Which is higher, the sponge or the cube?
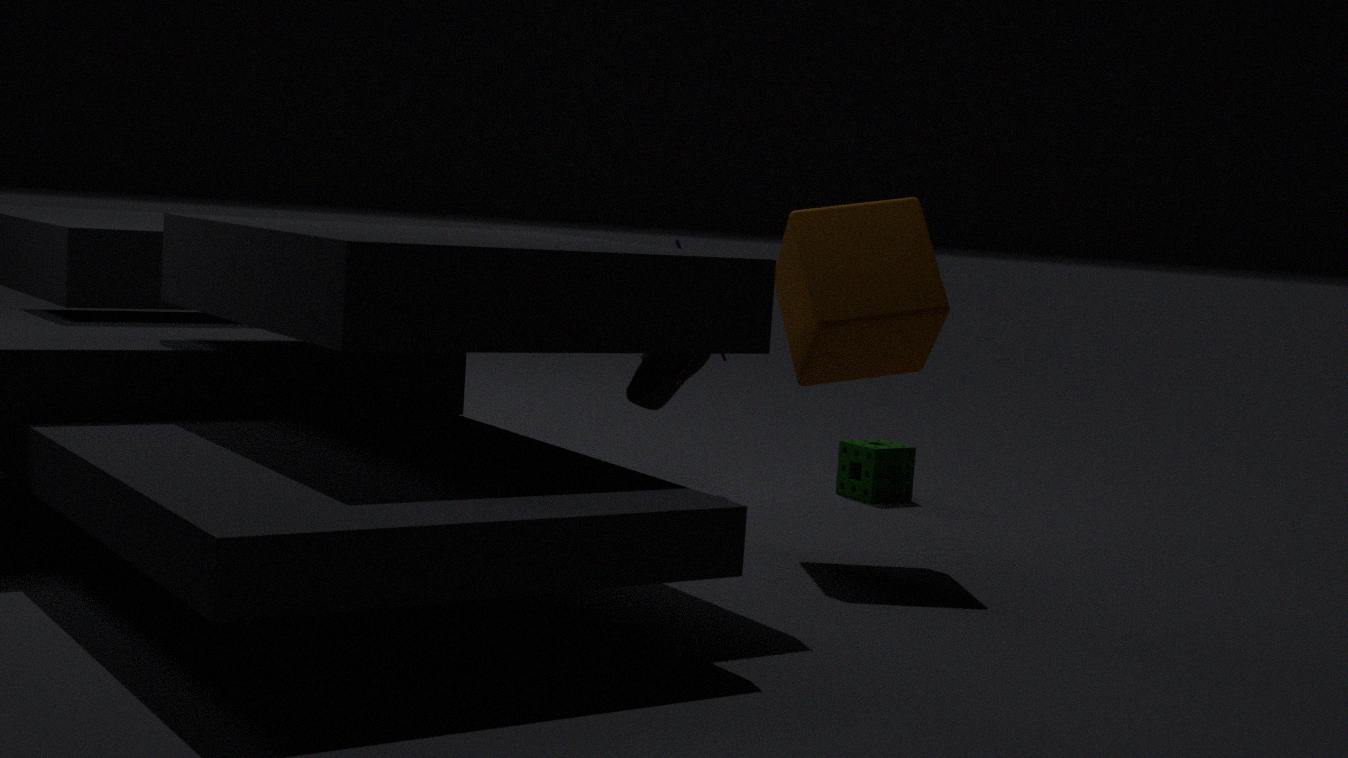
the cube
